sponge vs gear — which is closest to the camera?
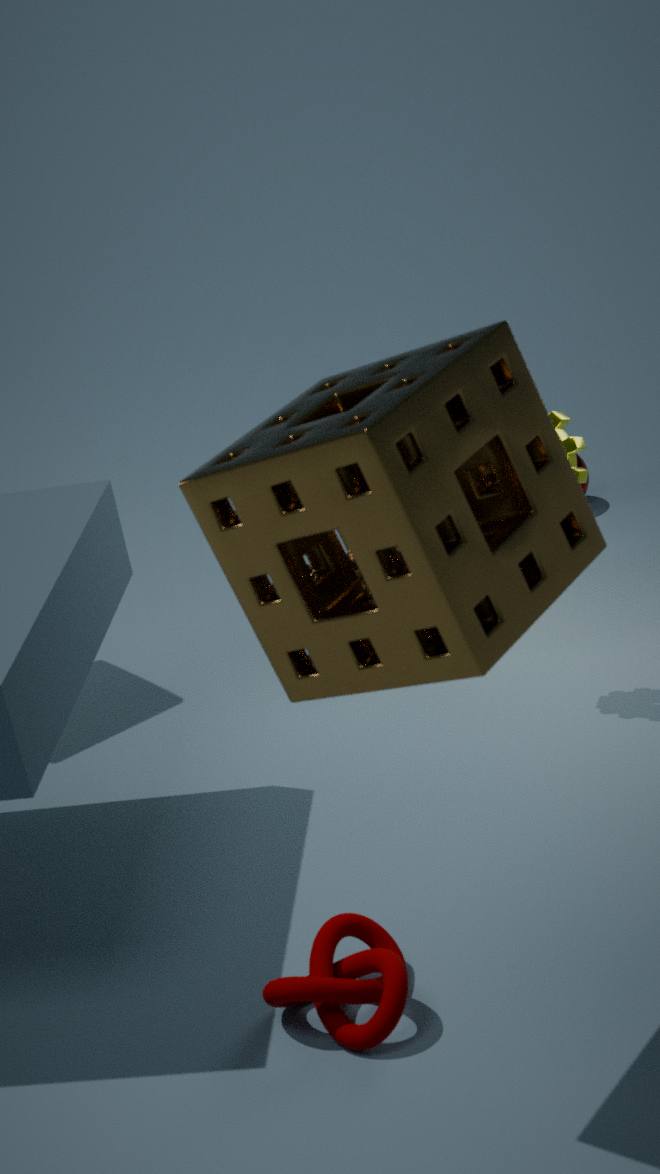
sponge
